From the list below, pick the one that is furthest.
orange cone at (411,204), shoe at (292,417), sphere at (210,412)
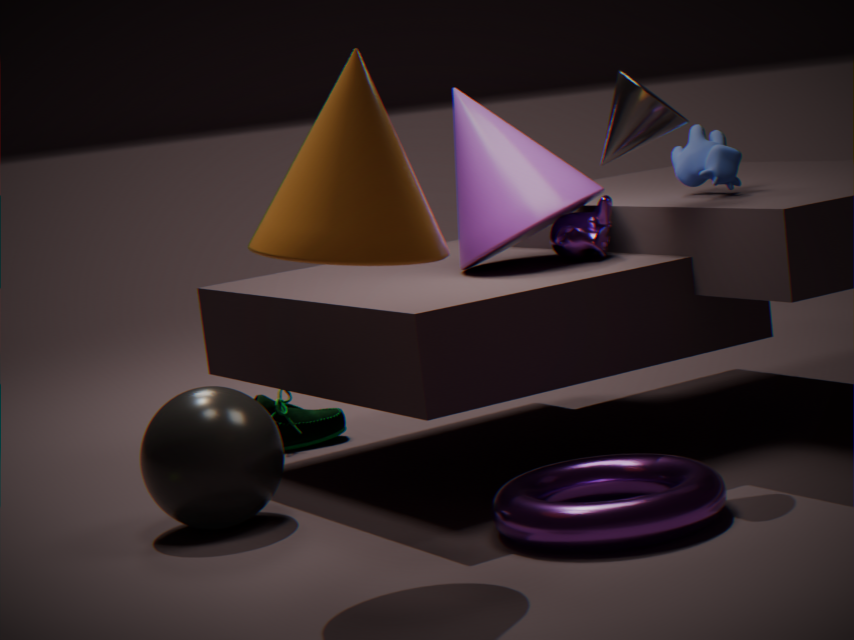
shoe at (292,417)
